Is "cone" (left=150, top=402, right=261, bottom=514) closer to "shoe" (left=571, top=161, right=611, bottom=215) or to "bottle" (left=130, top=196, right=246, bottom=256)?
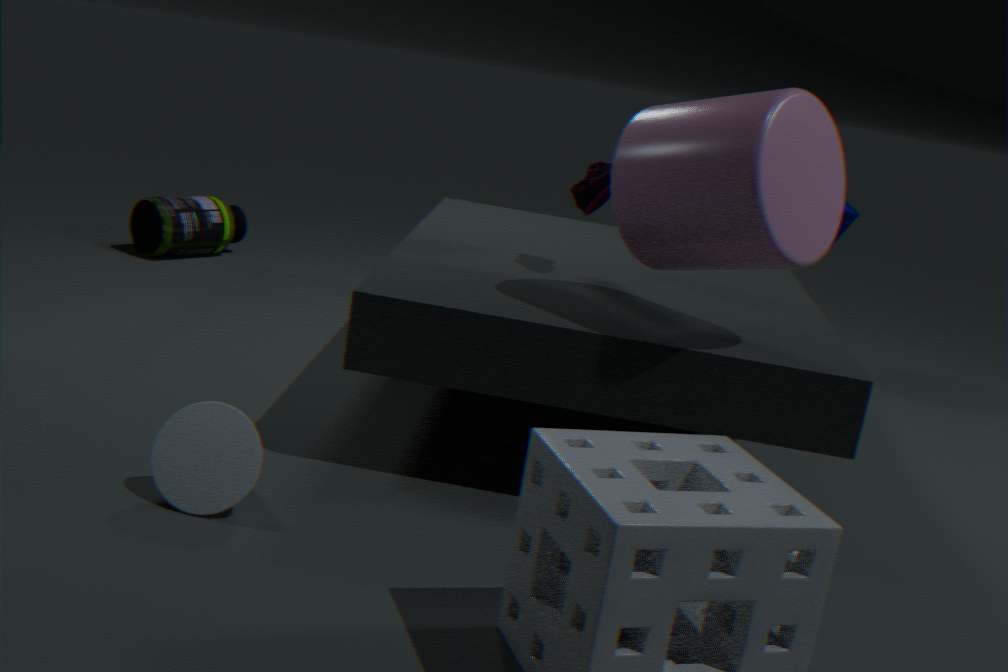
"shoe" (left=571, top=161, right=611, bottom=215)
